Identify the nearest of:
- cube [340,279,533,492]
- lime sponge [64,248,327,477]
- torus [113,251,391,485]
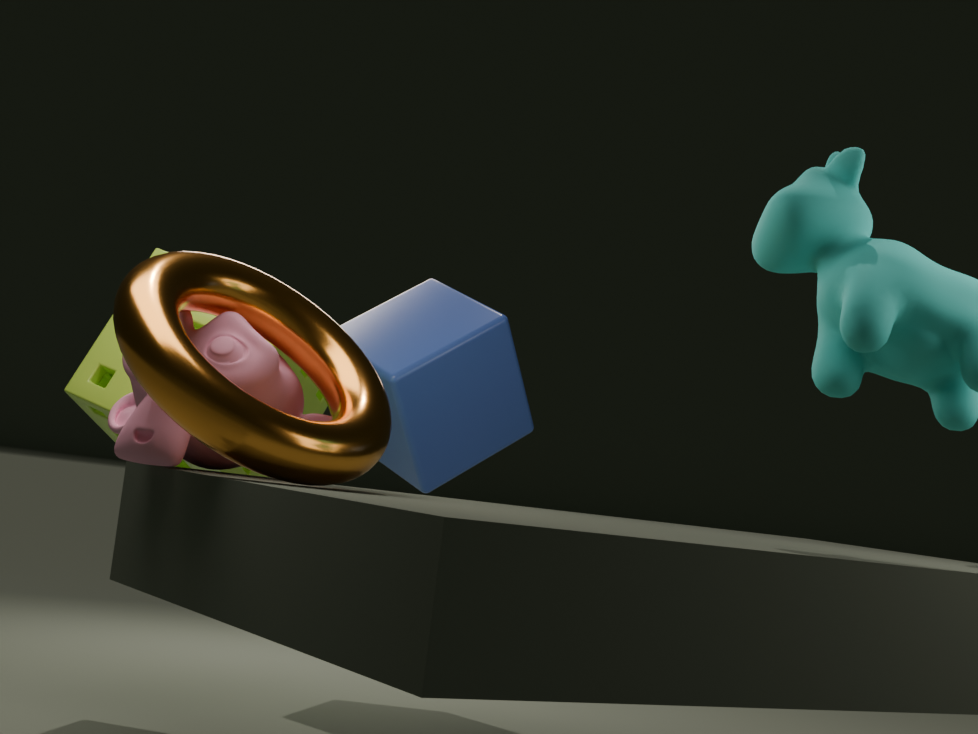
torus [113,251,391,485]
